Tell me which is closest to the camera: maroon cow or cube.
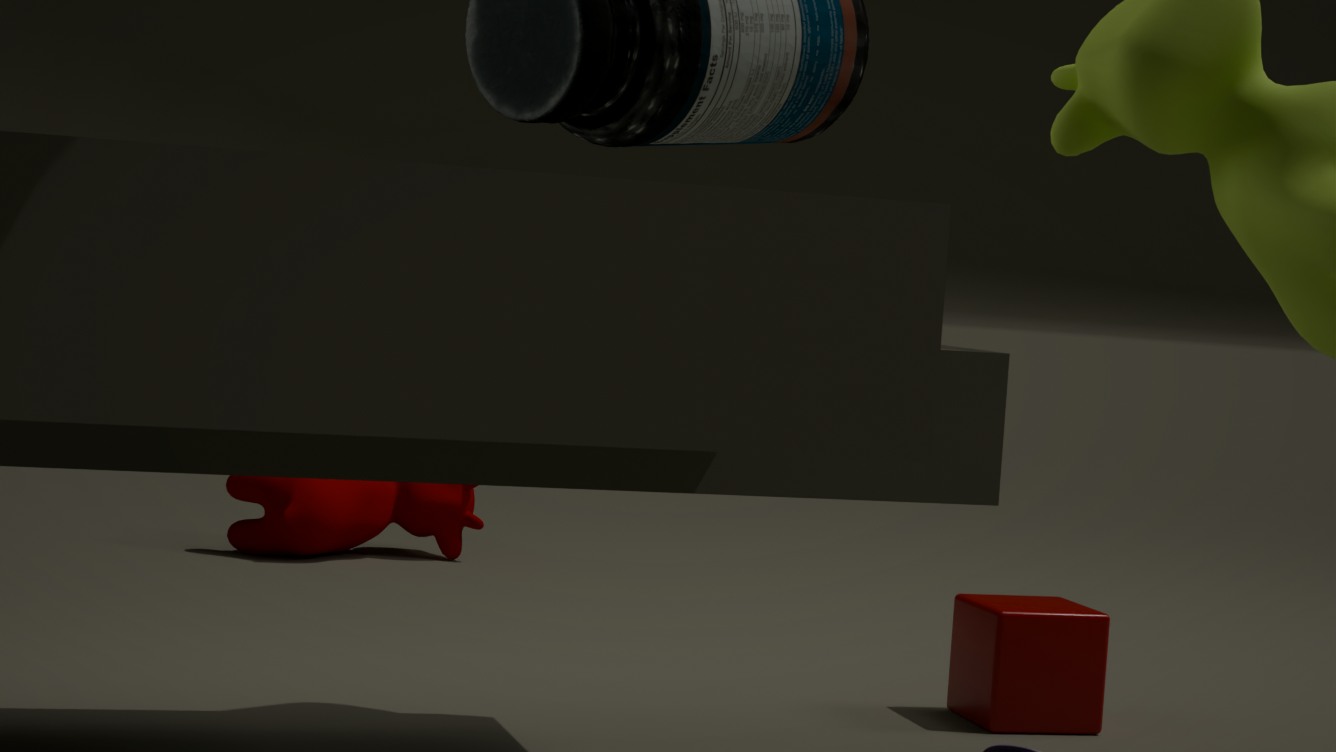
cube
